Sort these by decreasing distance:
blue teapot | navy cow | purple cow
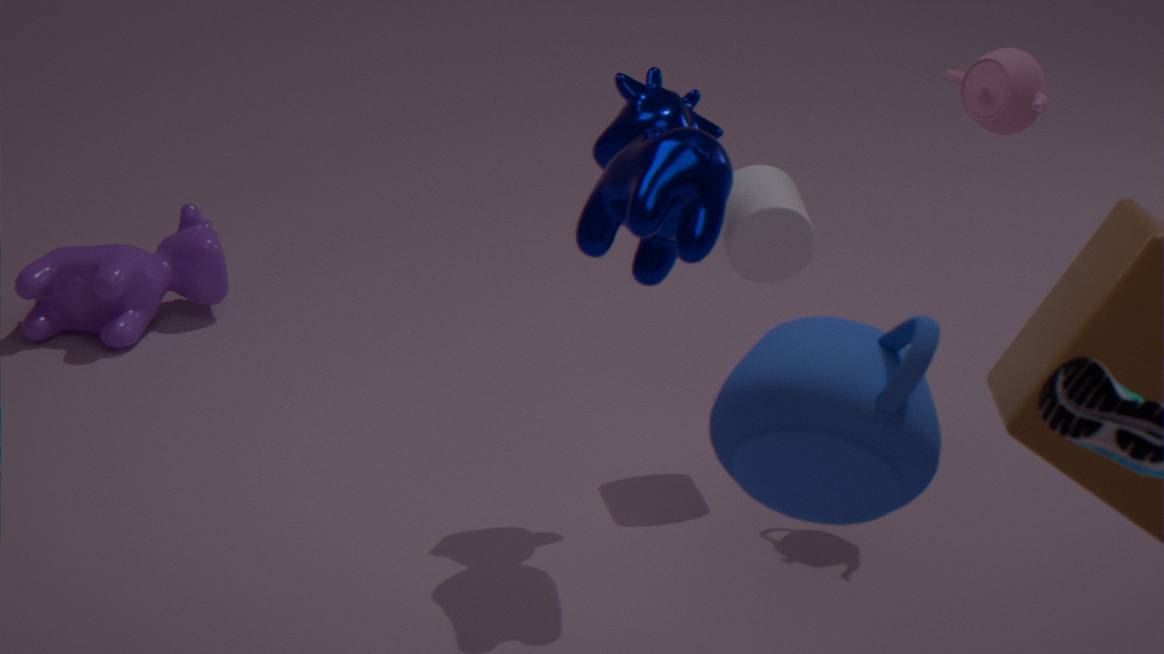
purple cow < navy cow < blue teapot
